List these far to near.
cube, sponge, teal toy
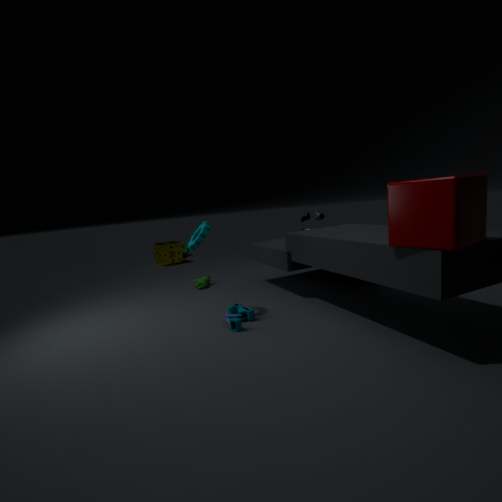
sponge < teal toy < cube
